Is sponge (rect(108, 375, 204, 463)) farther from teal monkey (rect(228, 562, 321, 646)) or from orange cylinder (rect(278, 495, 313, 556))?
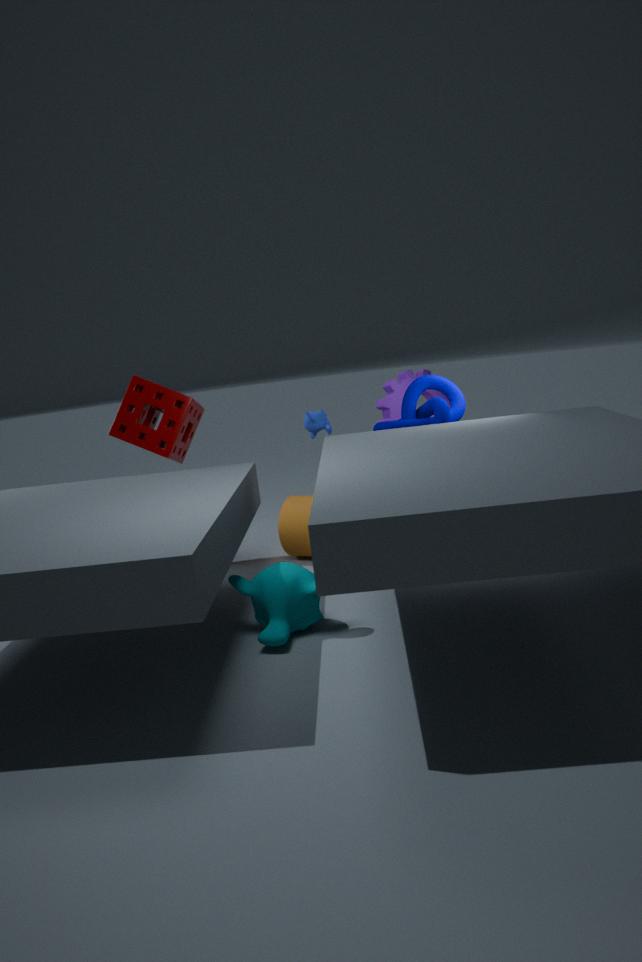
teal monkey (rect(228, 562, 321, 646))
